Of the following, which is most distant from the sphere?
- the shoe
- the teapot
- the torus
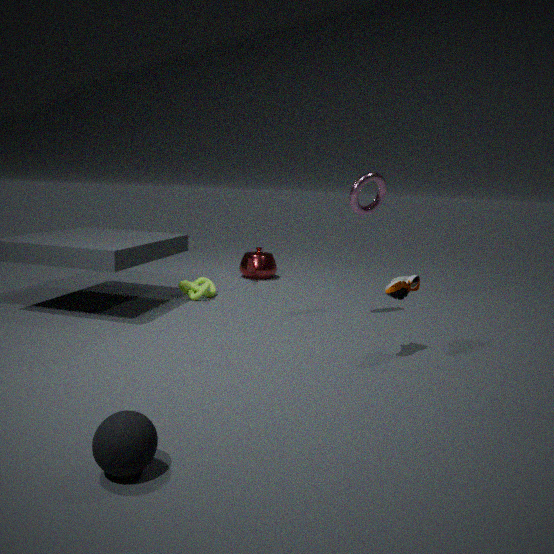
the teapot
